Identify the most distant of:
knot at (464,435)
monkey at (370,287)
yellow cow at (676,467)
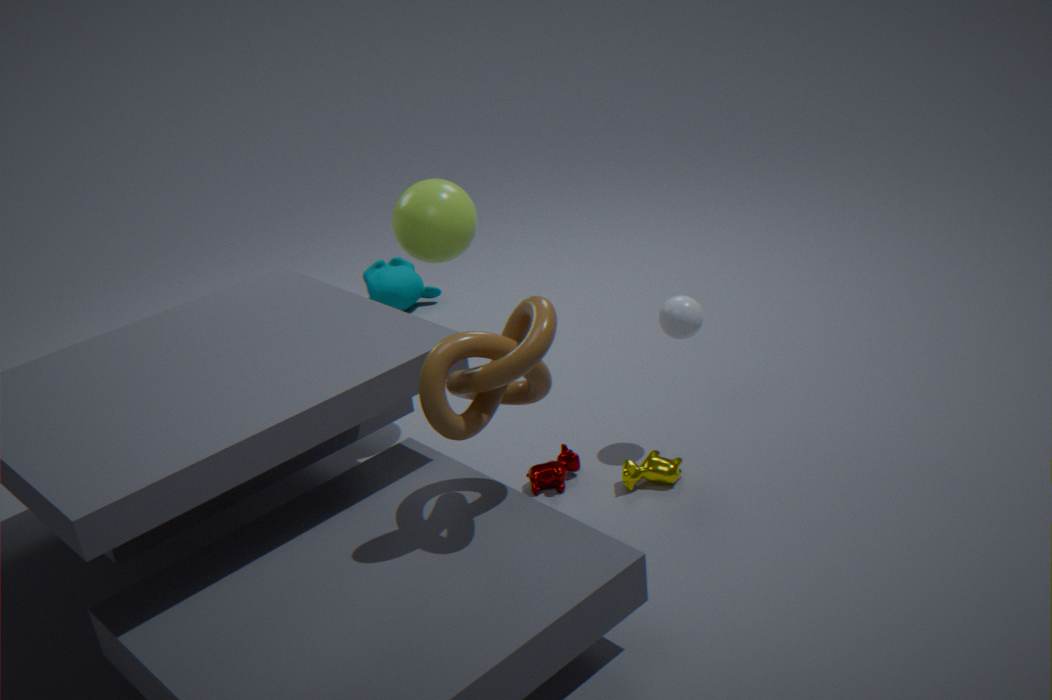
monkey at (370,287)
